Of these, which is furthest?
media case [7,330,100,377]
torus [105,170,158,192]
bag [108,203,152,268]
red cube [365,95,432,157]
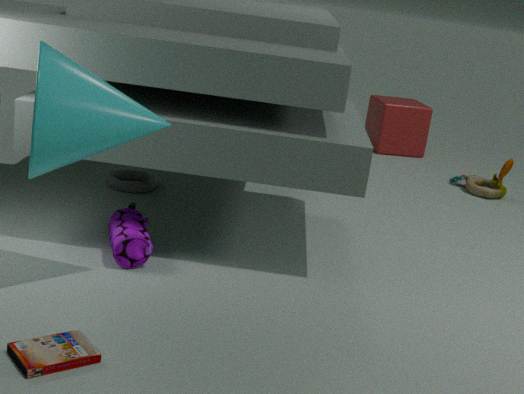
red cube [365,95,432,157]
